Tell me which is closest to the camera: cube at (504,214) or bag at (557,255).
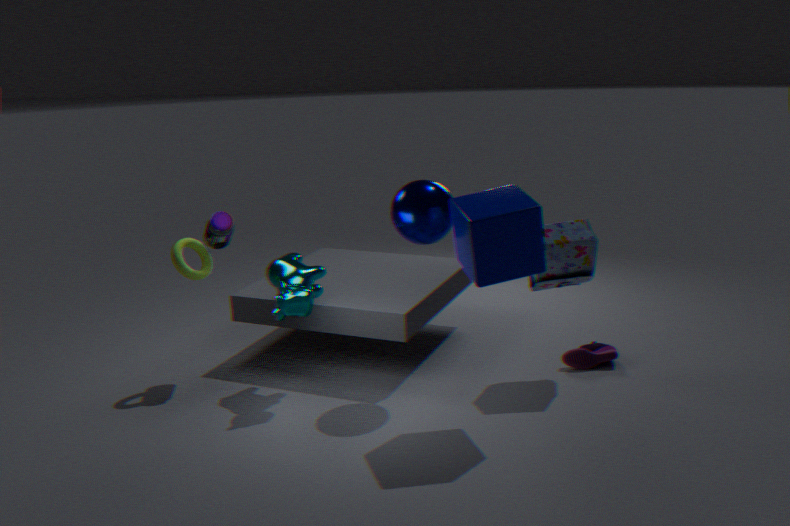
cube at (504,214)
